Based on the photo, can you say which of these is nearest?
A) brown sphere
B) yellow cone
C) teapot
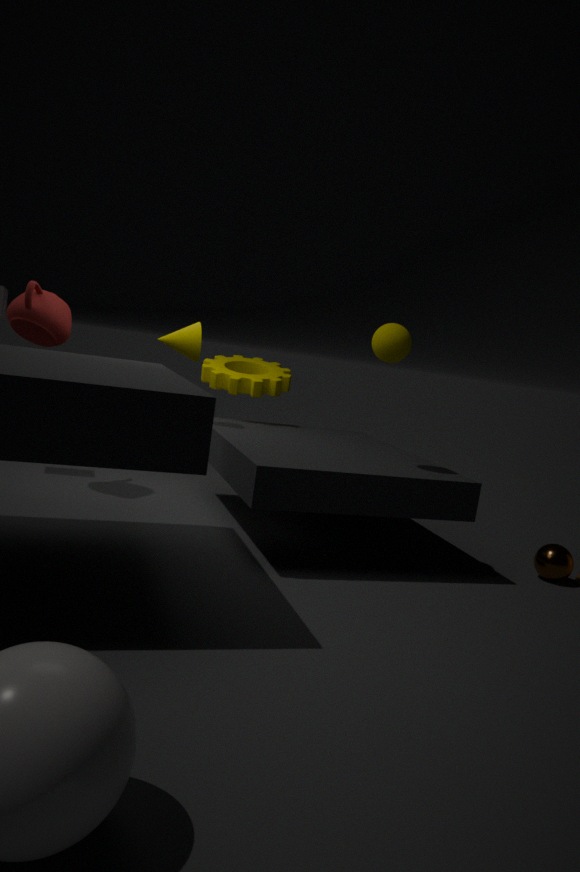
brown sphere
